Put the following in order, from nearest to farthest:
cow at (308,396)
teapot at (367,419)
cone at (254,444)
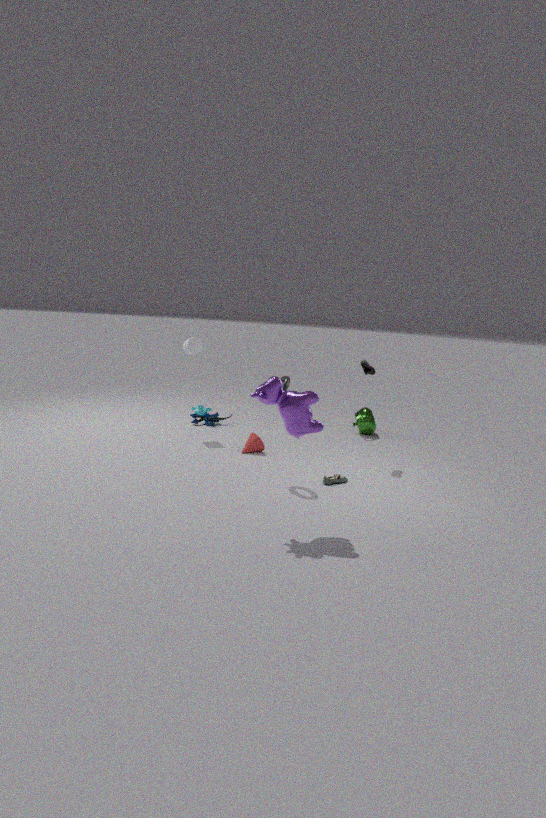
cow at (308,396) → cone at (254,444) → teapot at (367,419)
